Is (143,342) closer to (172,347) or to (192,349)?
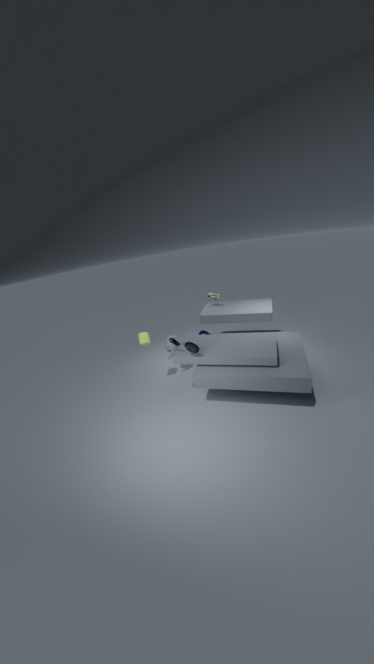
(172,347)
